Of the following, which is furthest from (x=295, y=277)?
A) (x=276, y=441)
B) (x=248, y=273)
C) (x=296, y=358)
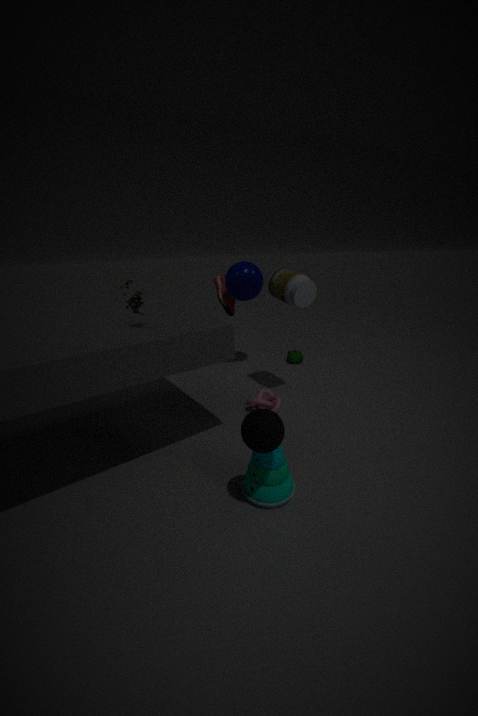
(x=276, y=441)
